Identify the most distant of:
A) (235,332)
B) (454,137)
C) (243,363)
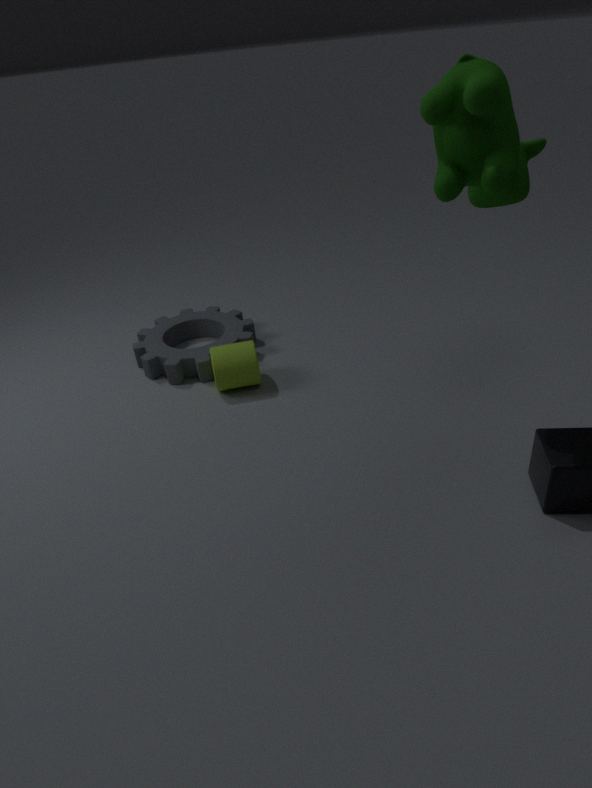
(235,332)
